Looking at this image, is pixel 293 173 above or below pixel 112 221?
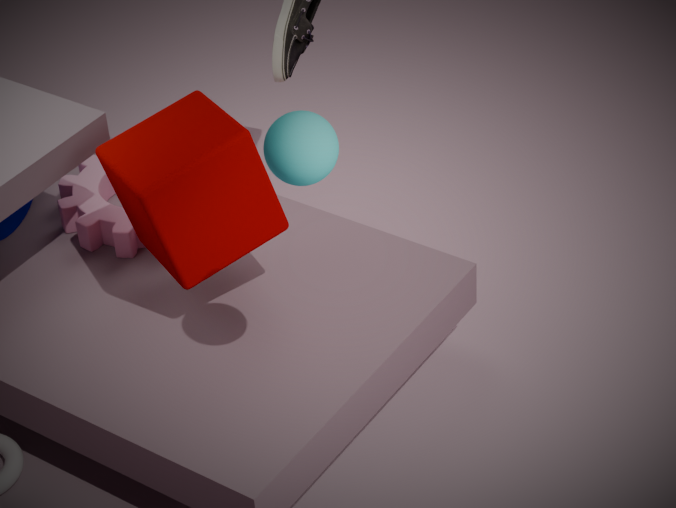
above
